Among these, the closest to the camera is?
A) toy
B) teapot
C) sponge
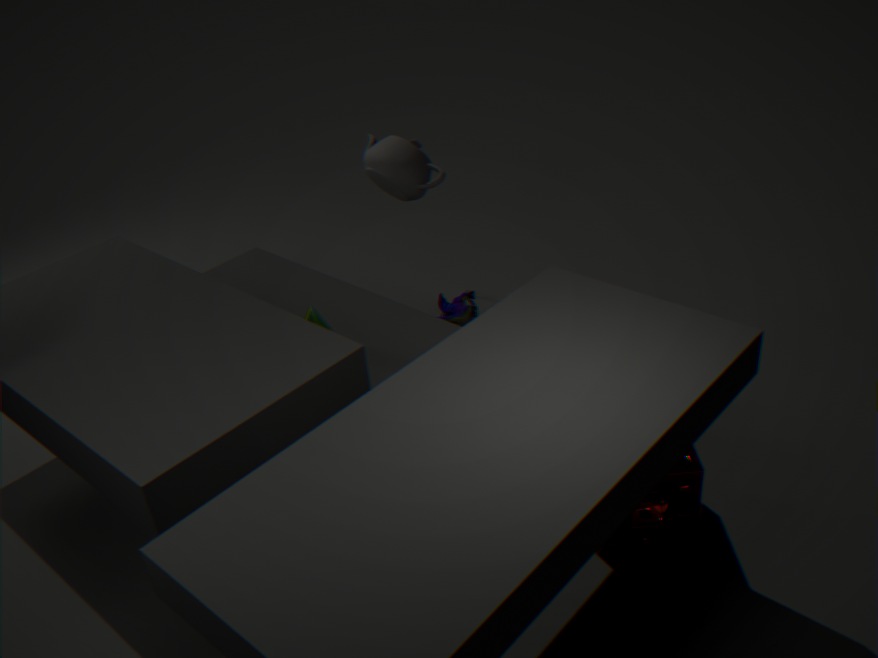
sponge
